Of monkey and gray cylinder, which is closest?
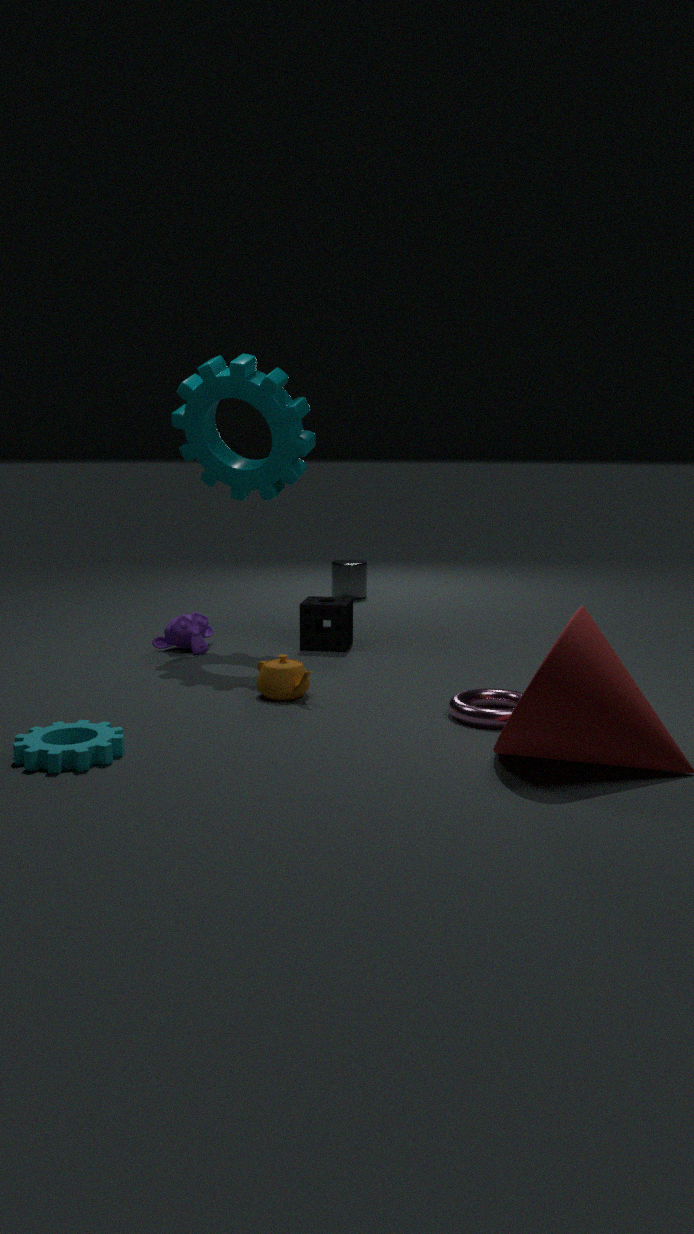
monkey
